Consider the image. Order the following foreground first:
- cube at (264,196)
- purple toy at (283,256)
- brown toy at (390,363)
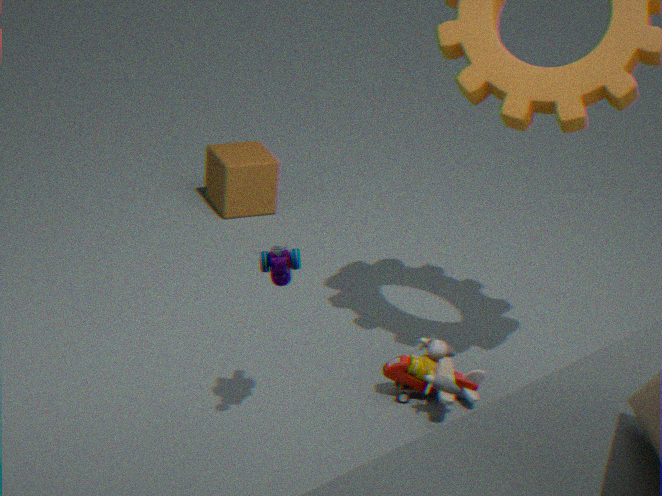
purple toy at (283,256) < brown toy at (390,363) < cube at (264,196)
